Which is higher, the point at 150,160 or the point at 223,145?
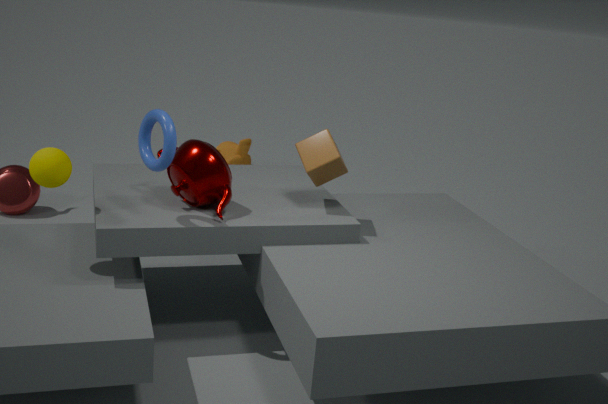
the point at 150,160
